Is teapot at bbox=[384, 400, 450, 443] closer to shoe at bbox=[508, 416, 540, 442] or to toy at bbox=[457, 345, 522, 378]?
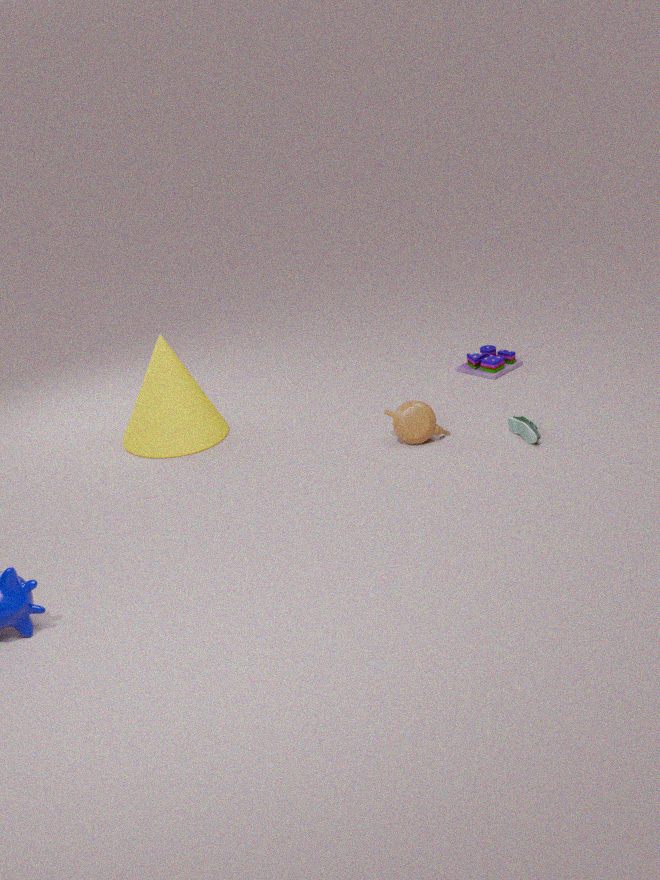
shoe at bbox=[508, 416, 540, 442]
